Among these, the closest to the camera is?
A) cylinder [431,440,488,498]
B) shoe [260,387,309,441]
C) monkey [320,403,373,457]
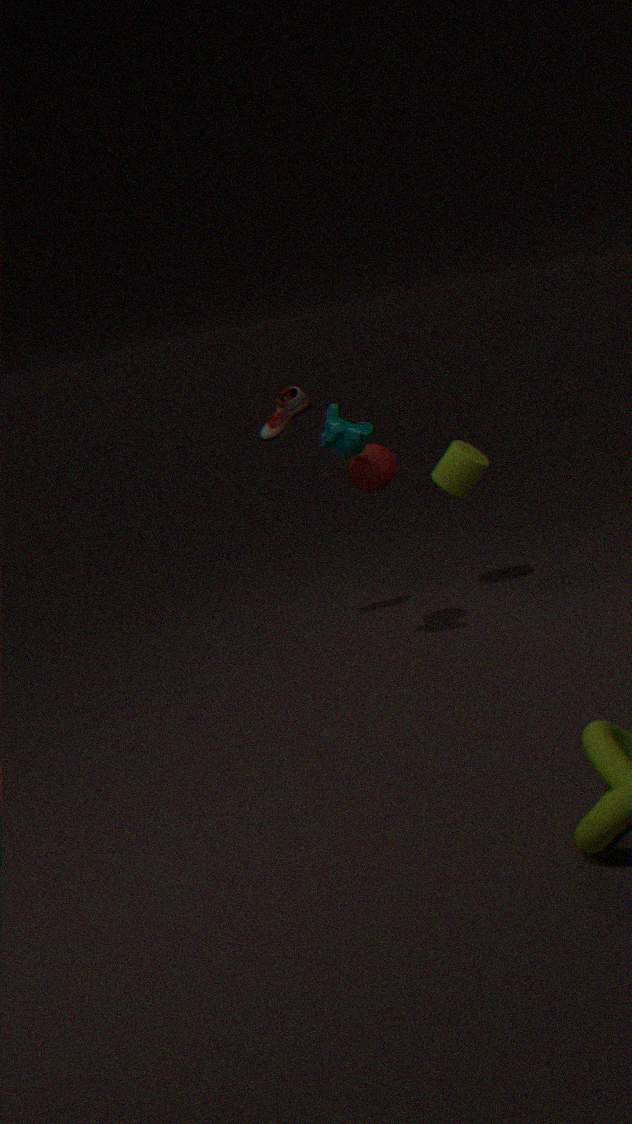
monkey [320,403,373,457]
